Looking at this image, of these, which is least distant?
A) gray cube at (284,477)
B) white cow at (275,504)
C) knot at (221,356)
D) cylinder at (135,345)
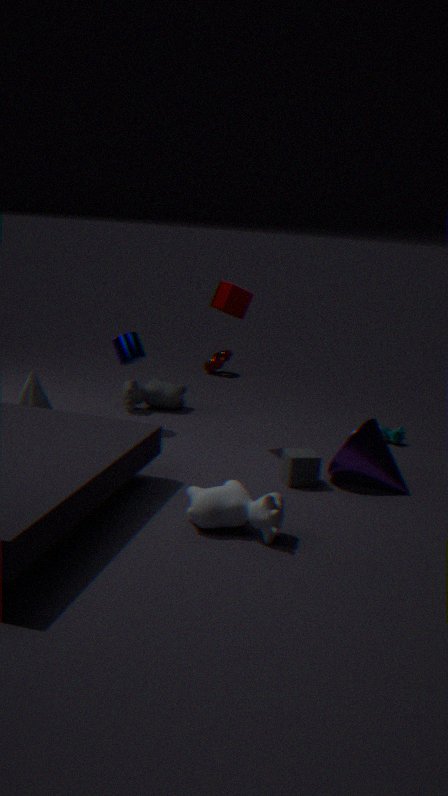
white cow at (275,504)
